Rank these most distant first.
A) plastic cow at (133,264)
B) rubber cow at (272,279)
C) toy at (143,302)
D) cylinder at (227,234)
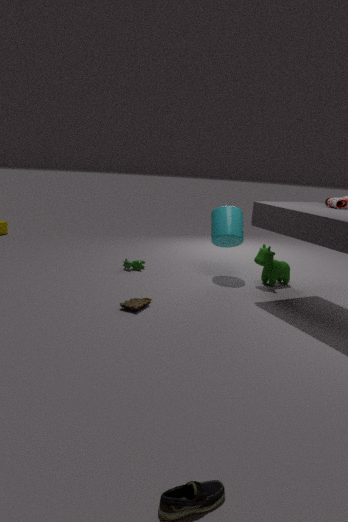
plastic cow at (133,264), cylinder at (227,234), rubber cow at (272,279), toy at (143,302)
